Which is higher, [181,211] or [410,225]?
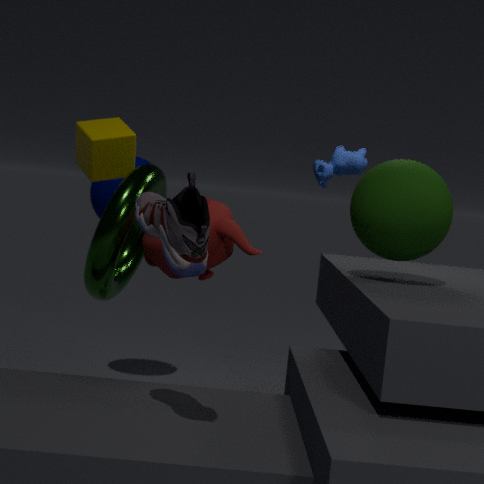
[410,225]
